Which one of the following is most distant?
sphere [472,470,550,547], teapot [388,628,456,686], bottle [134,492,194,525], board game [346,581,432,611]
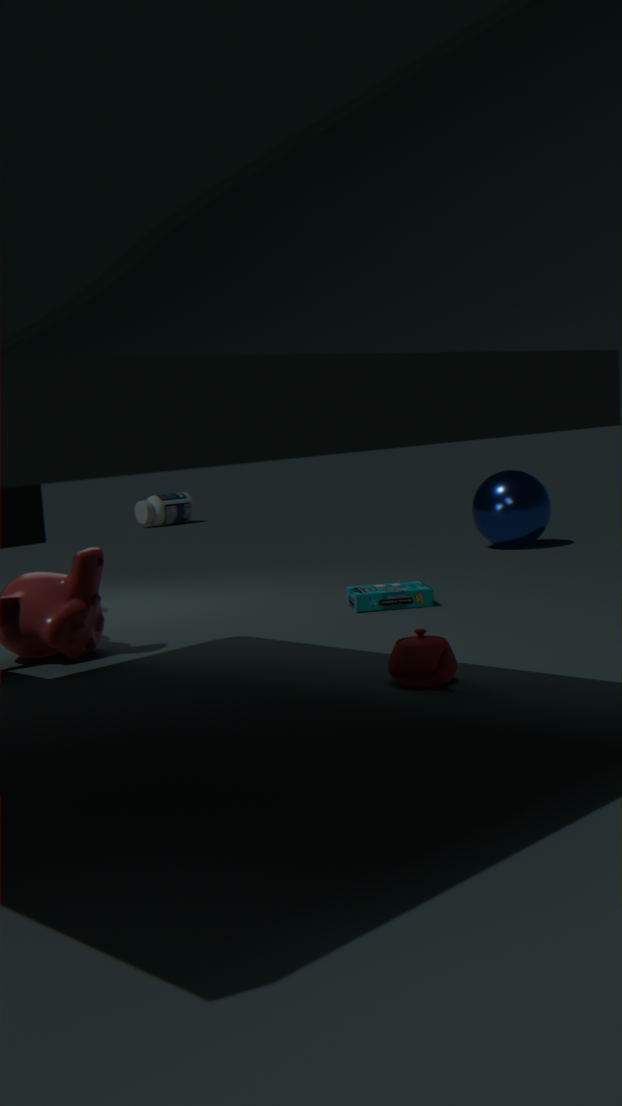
bottle [134,492,194,525]
